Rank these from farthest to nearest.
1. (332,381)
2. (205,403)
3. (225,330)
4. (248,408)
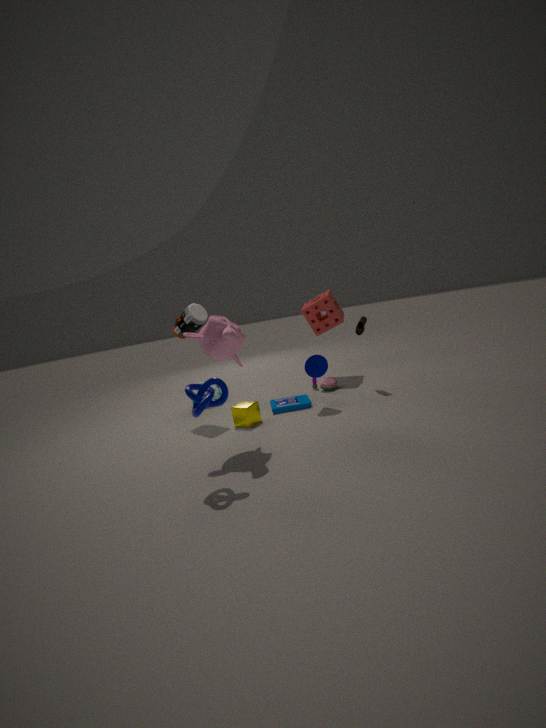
(332,381) < (248,408) < (225,330) < (205,403)
